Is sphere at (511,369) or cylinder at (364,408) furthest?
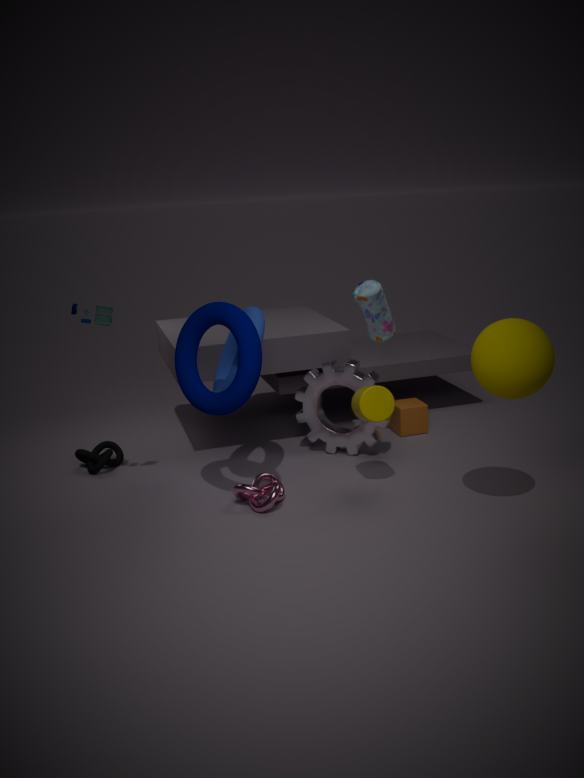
cylinder at (364,408)
